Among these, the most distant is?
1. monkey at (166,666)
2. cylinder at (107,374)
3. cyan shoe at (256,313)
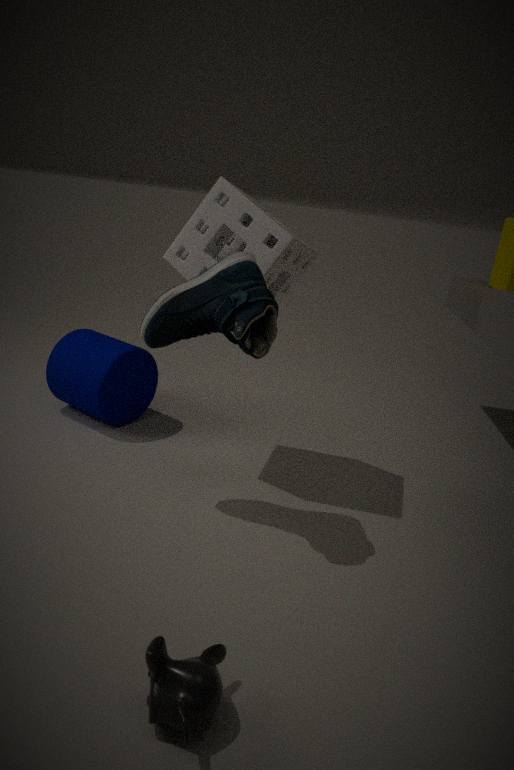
cylinder at (107,374)
